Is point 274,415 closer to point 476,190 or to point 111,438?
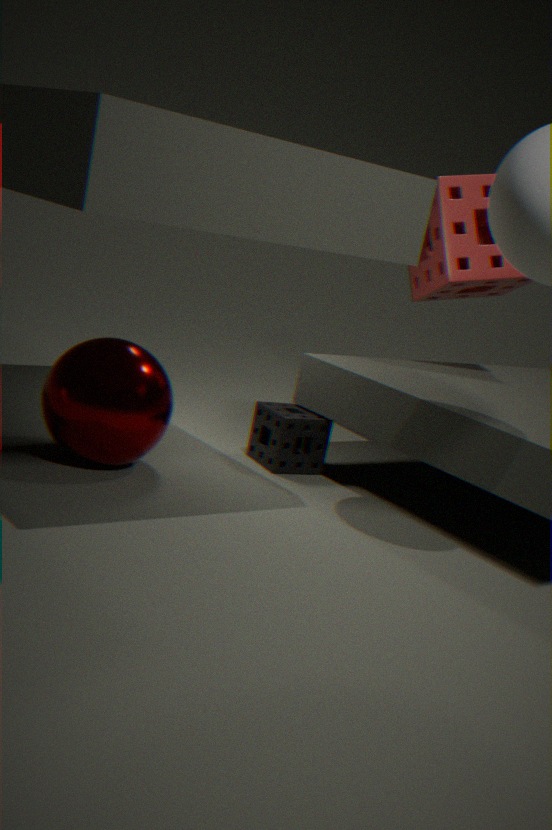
point 111,438
